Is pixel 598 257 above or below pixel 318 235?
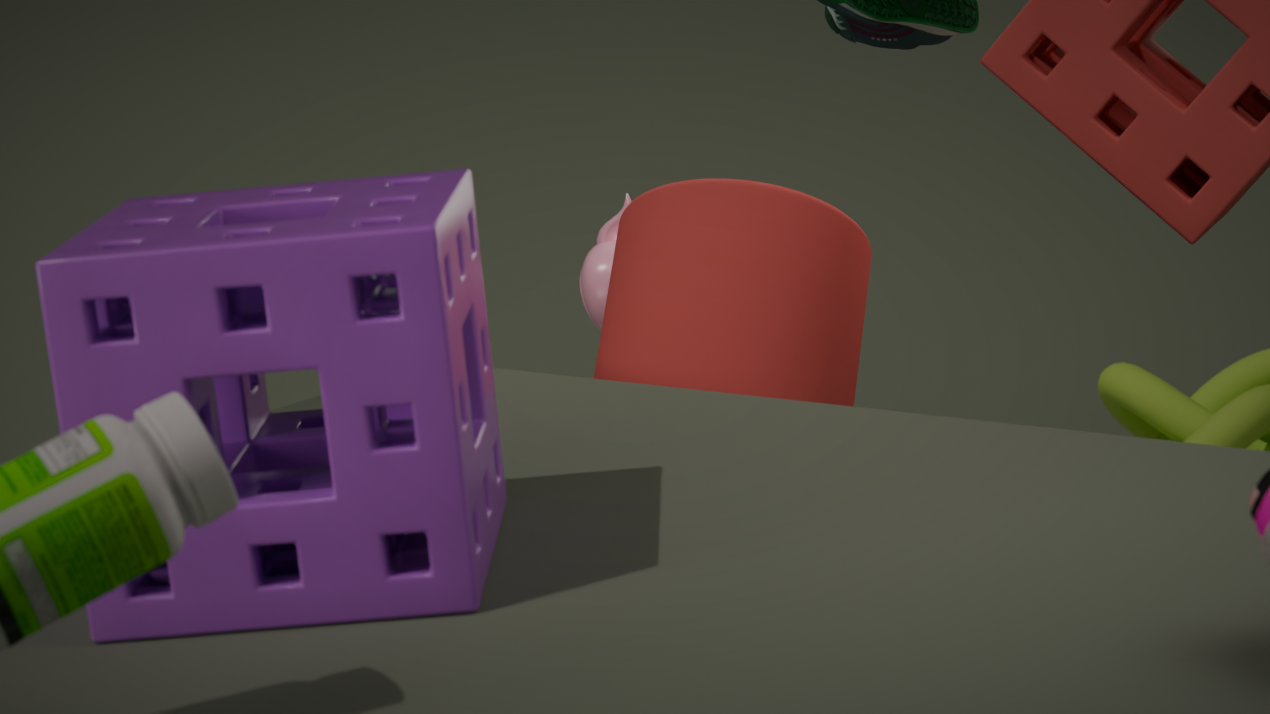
below
